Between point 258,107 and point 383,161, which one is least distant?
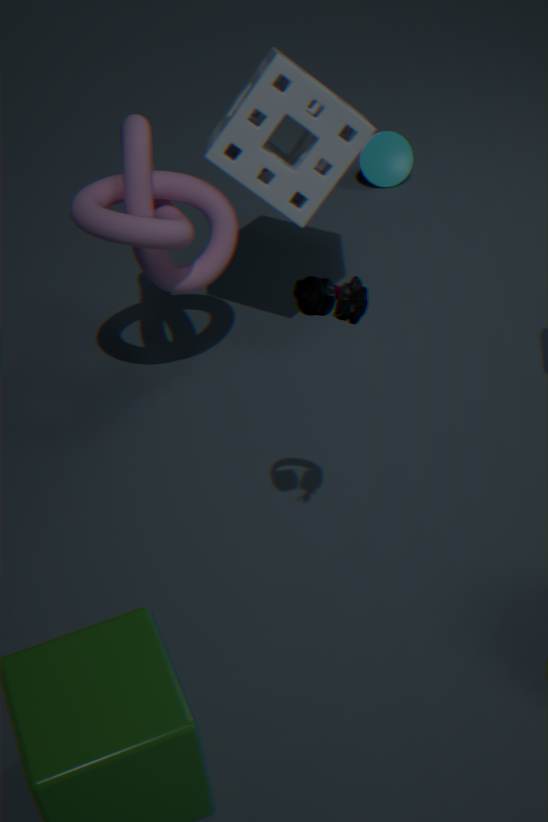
point 258,107
